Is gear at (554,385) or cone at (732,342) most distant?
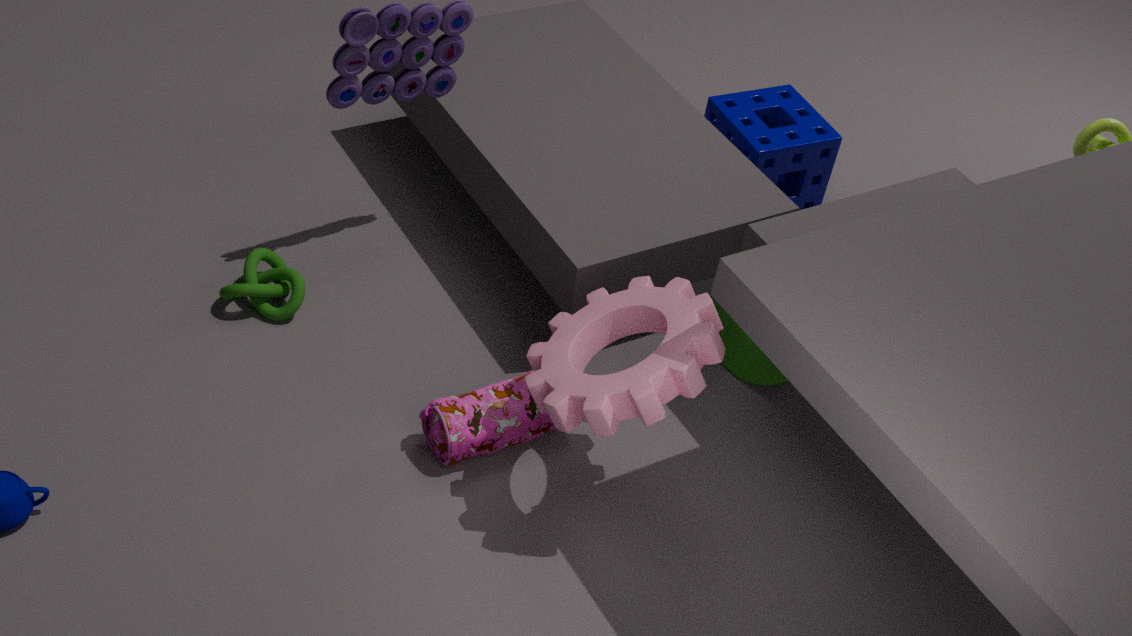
cone at (732,342)
